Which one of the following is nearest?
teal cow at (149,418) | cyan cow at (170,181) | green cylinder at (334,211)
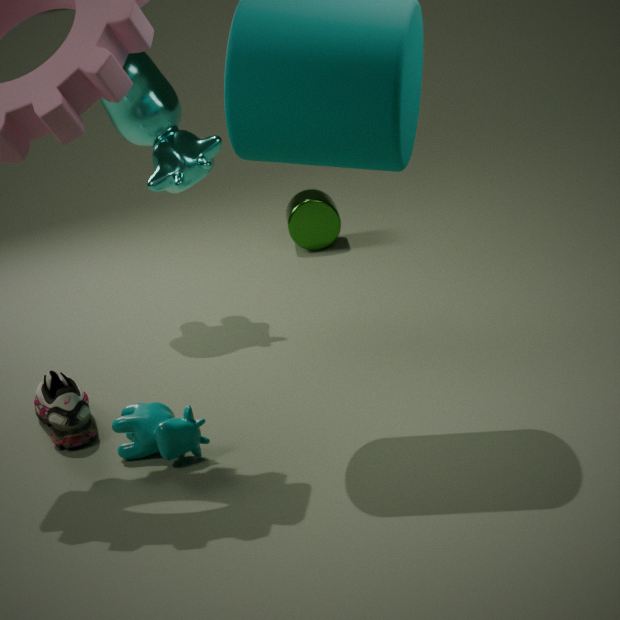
teal cow at (149,418)
